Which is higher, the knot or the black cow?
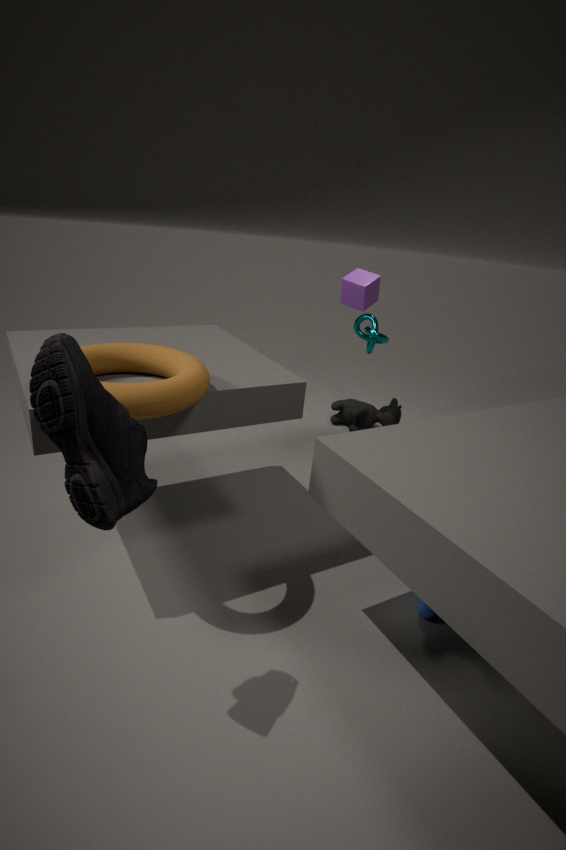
the knot
